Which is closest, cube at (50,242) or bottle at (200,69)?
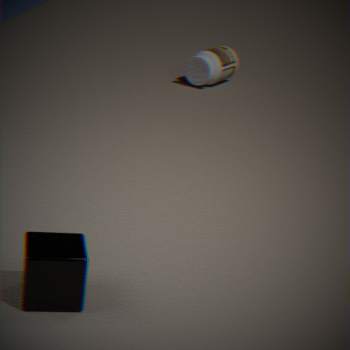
cube at (50,242)
